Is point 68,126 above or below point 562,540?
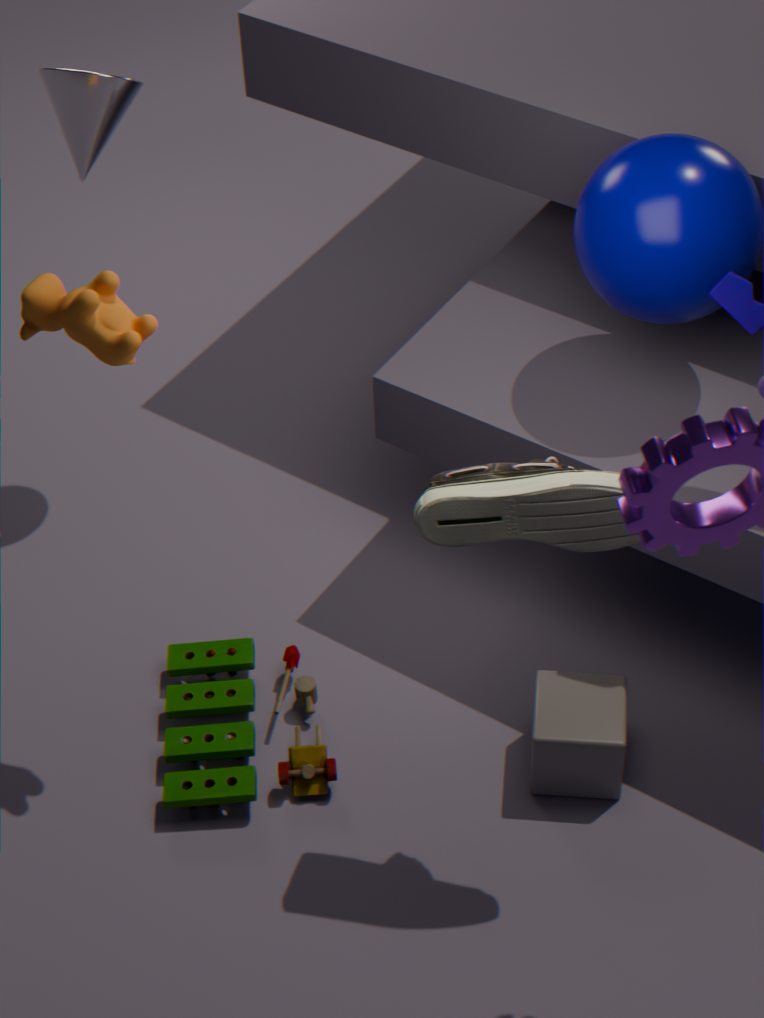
above
